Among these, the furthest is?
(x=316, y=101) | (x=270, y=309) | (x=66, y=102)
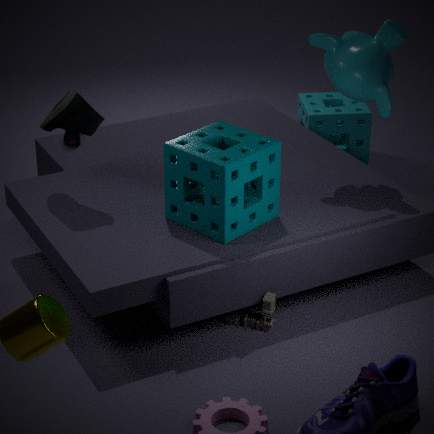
(x=316, y=101)
